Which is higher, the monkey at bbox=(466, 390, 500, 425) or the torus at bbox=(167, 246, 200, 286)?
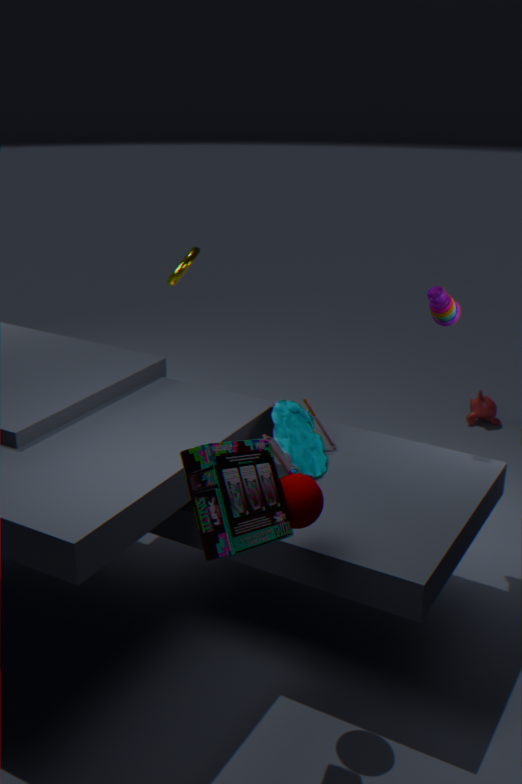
the torus at bbox=(167, 246, 200, 286)
